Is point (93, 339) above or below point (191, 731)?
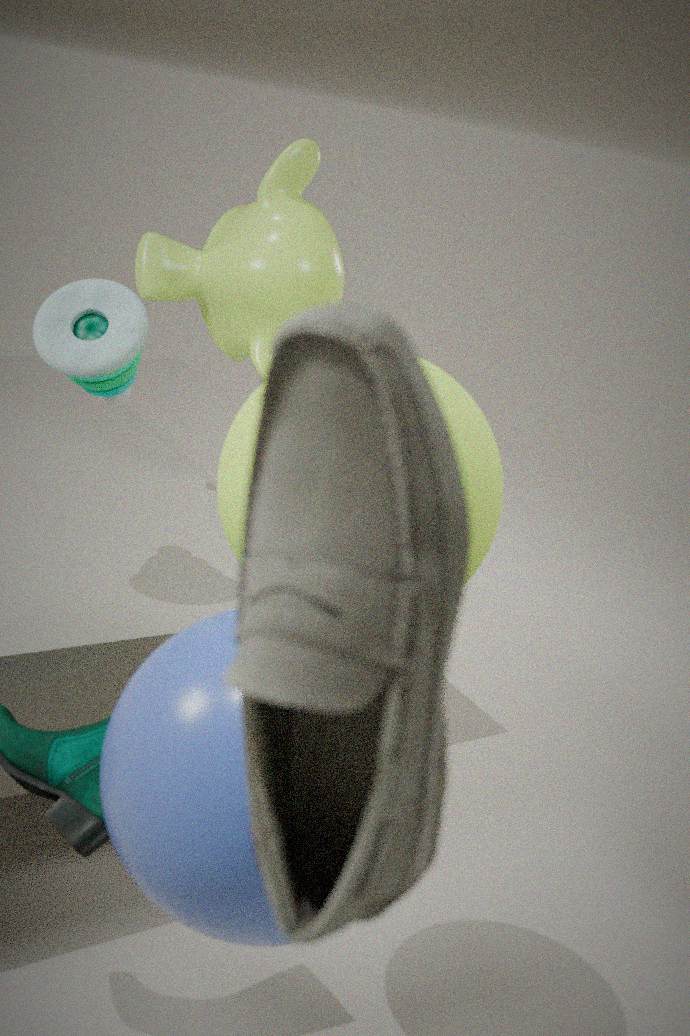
above
